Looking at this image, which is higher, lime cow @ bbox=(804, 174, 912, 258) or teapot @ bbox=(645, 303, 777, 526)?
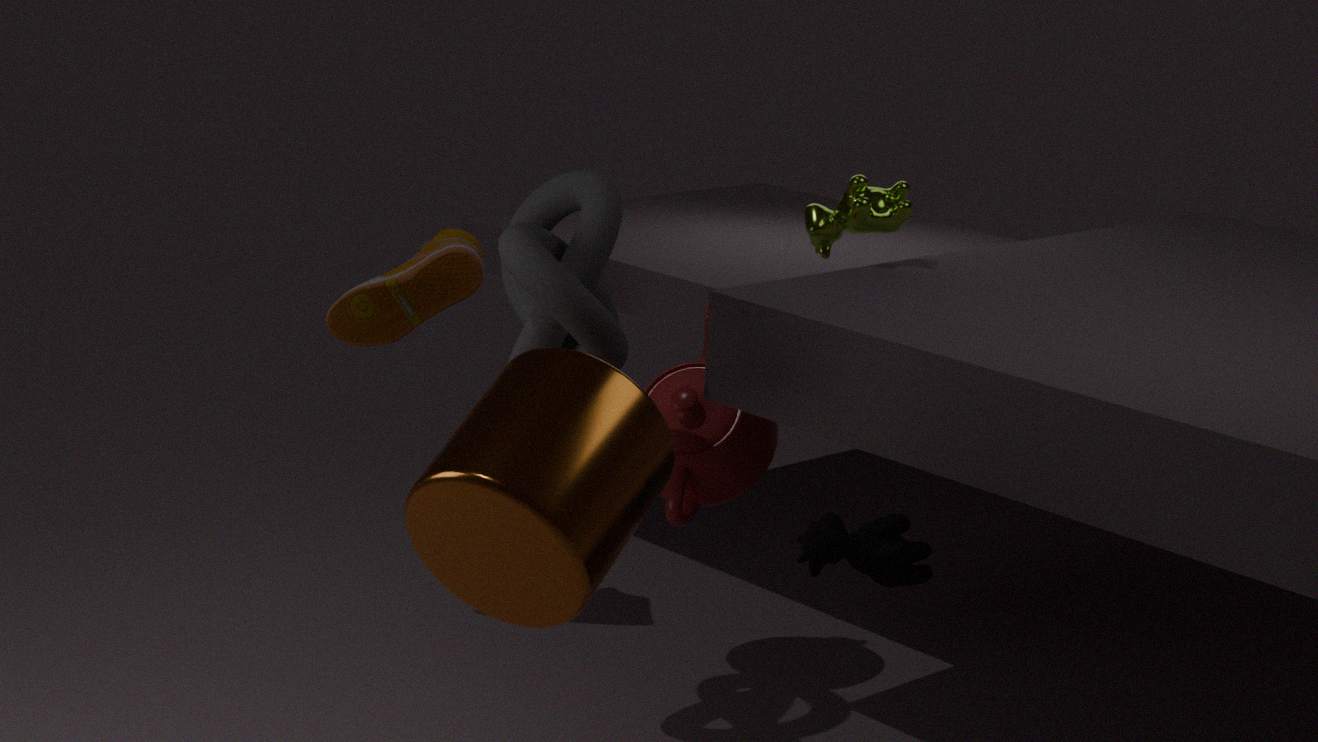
lime cow @ bbox=(804, 174, 912, 258)
